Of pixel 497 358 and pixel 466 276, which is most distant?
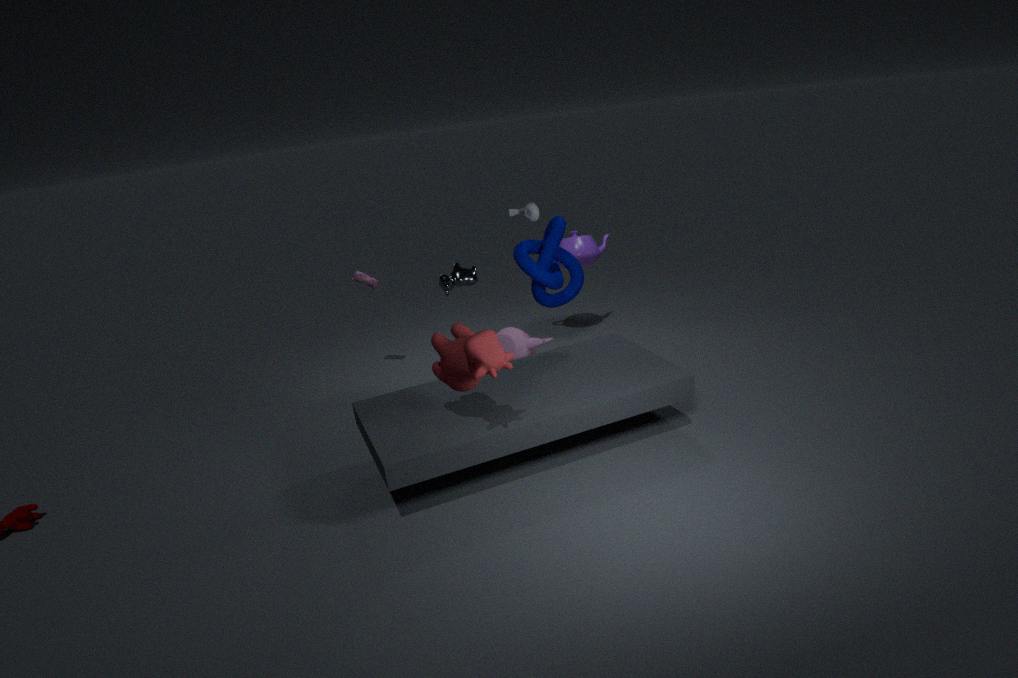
pixel 466 276
